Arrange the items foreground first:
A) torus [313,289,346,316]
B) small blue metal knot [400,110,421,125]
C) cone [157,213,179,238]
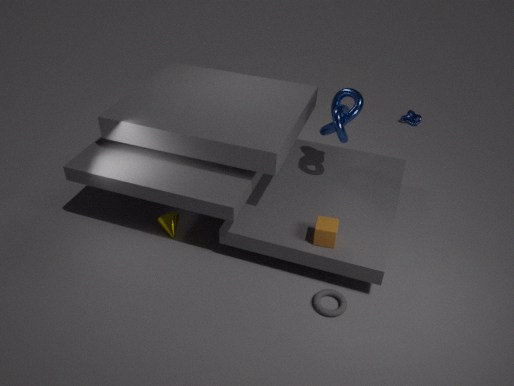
torus [313,289,346,316], cone [157,213,179,238], small blue metal knot [400,110,421,125]
